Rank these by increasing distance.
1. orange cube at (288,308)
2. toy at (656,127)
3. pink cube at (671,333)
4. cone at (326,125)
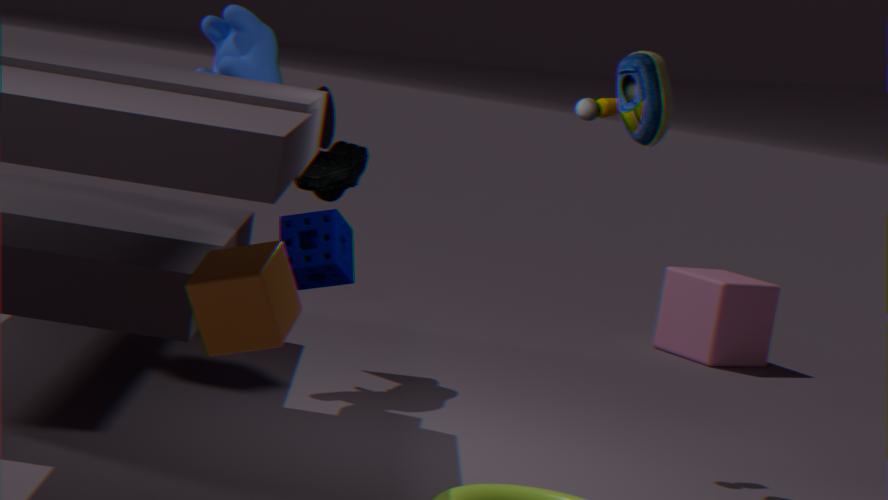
orange cube at (288,308) → toy at (656,127) → cone at (326,125) → pink cube at (671,333)
